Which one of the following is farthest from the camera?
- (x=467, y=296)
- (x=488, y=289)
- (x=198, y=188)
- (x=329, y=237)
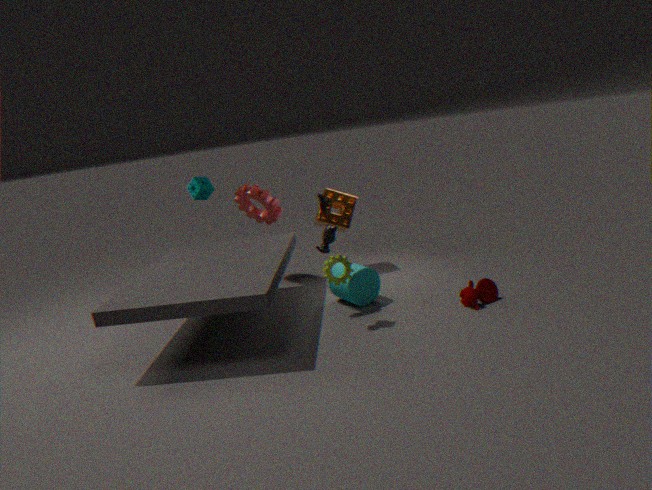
(x=198, y=188)
